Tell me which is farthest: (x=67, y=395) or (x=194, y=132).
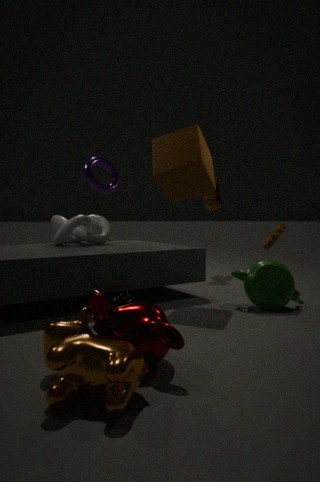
(x=194, y=132)
